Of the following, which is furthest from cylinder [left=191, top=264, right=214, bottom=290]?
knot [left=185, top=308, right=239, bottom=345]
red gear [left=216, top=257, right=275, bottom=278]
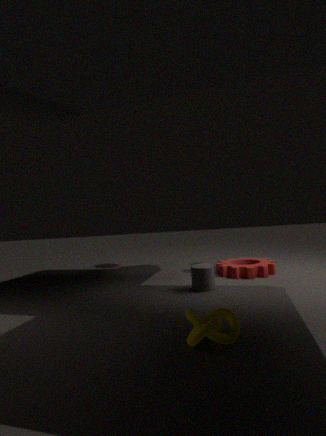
knot [left=185, top=308, right=239, bottom=345]
